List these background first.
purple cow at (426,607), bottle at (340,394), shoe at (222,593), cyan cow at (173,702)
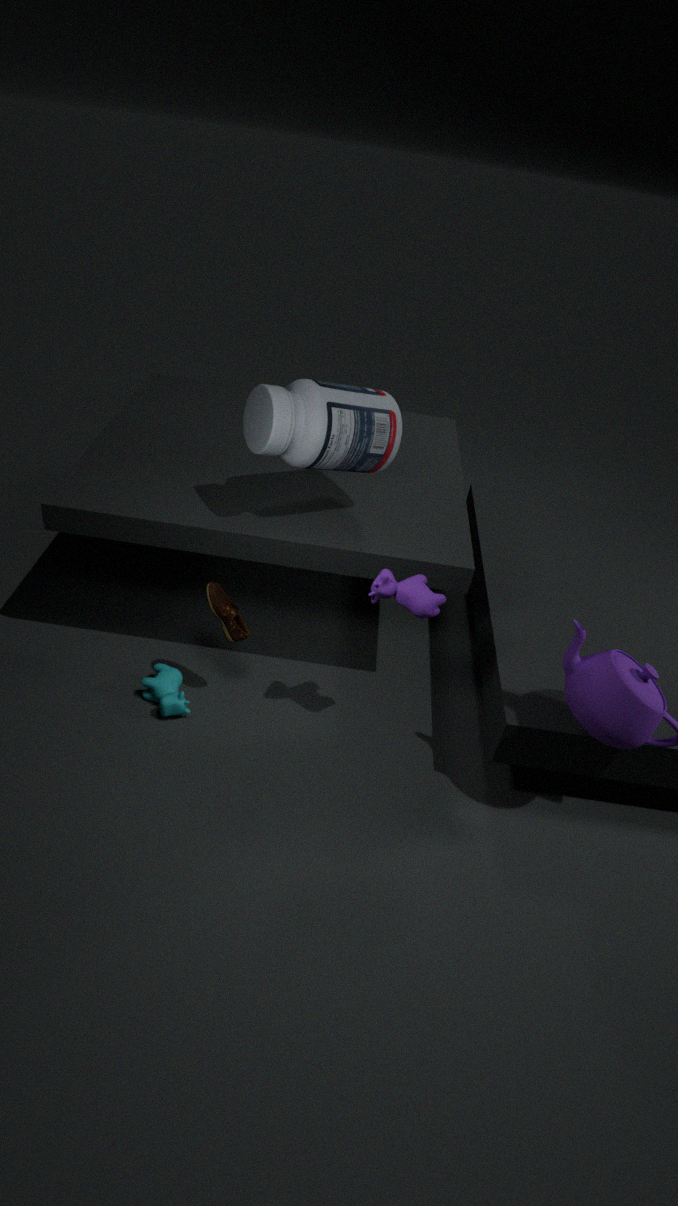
1. cyan cow at (173,702)
2. shoe at (222,593)
3. bottle at (340,394)
4. purple cow at (426,607)
